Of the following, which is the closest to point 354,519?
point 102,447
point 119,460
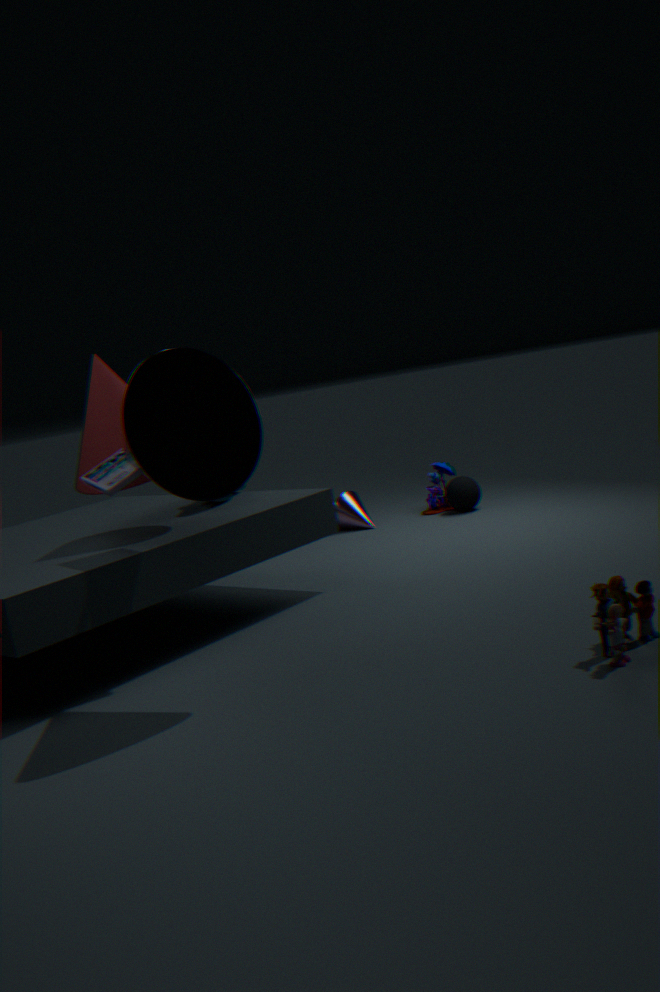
point 102,447
